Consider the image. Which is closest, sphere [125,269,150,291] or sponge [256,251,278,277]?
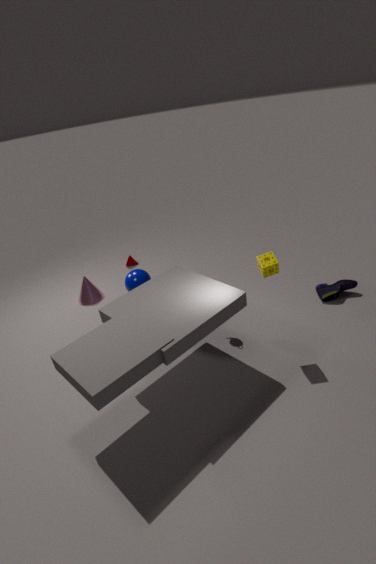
sponge [256,251,278,277]
